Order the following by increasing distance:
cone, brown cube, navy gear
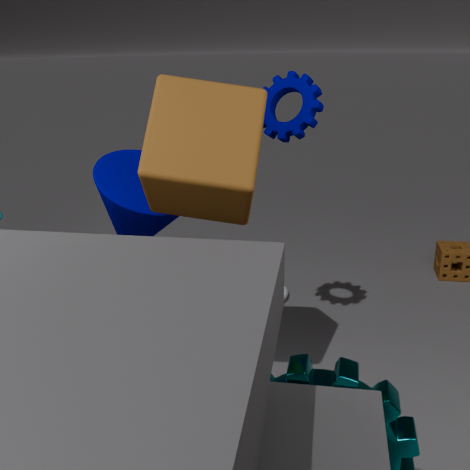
brown cube
navy gear
cone
